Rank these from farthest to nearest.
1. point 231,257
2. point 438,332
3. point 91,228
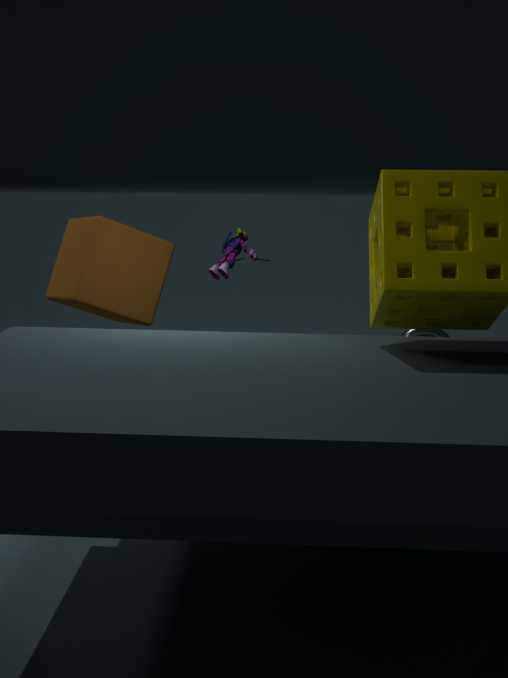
point 438,332
point 91,228
point 231,257
